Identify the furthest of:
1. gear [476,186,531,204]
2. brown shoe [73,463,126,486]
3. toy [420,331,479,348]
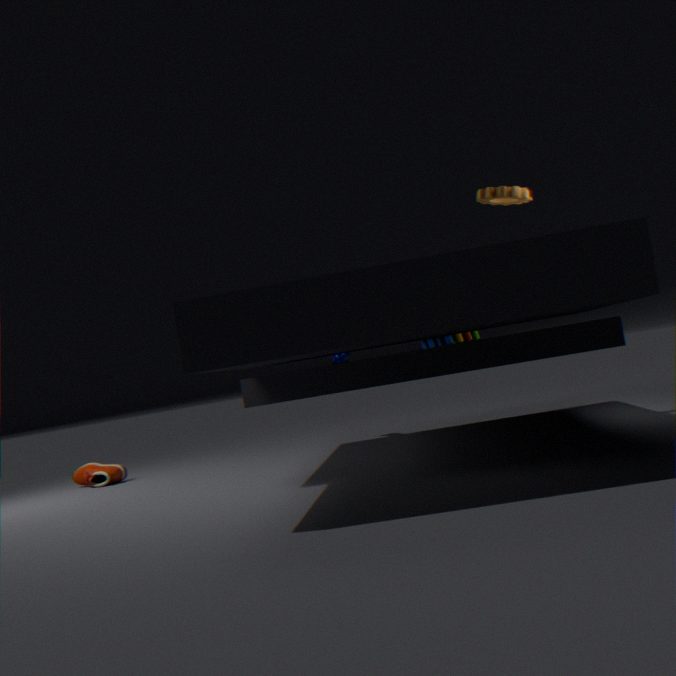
brown shoe [73,463,126,486]
